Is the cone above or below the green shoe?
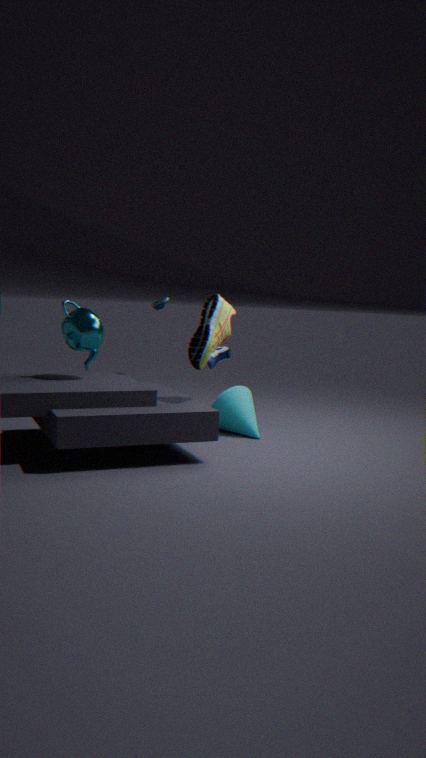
below
